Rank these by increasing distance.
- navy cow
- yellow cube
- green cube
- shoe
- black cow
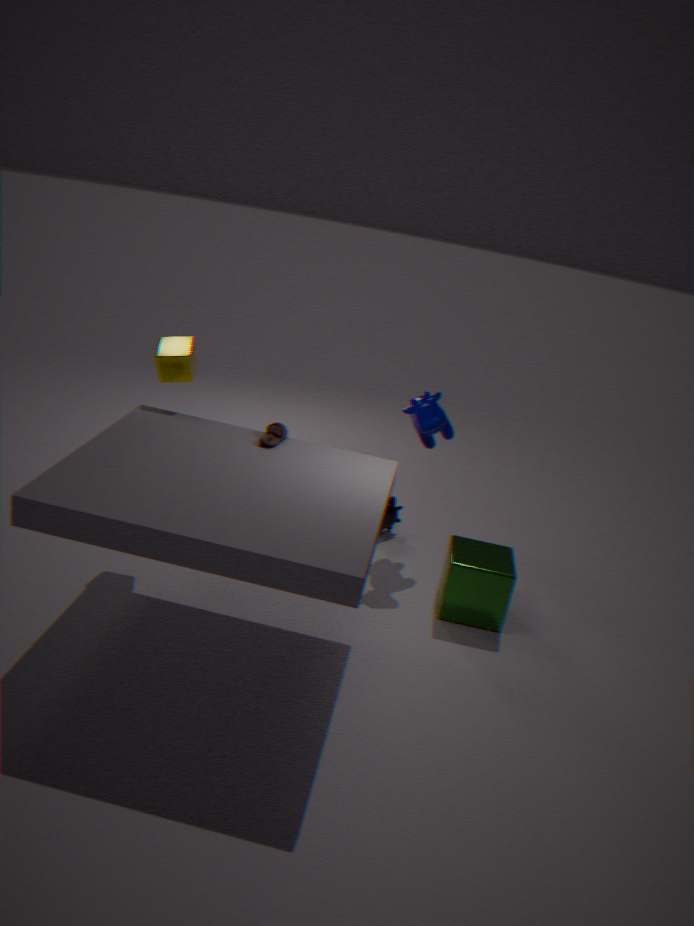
1. shoe
2. yellow cube
3. green cube
4. navy cow
5. black cow
